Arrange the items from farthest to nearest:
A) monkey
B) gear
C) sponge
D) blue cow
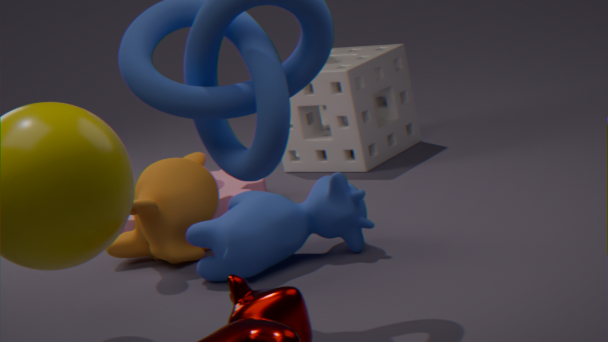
sponge → gear → monkey → blue cow
